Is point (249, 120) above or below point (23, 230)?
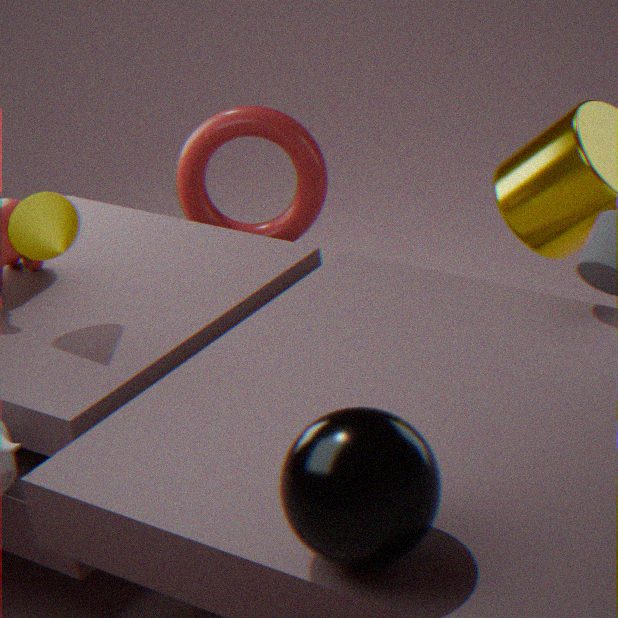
below
